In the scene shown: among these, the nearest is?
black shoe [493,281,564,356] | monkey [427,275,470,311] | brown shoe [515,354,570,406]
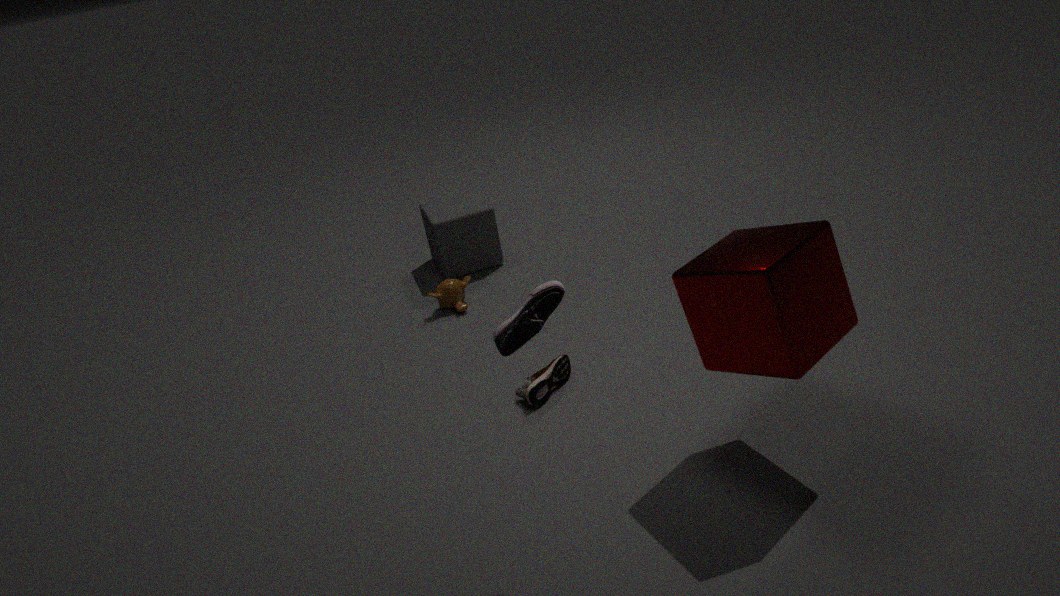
black shoe [493,281,564,356]
